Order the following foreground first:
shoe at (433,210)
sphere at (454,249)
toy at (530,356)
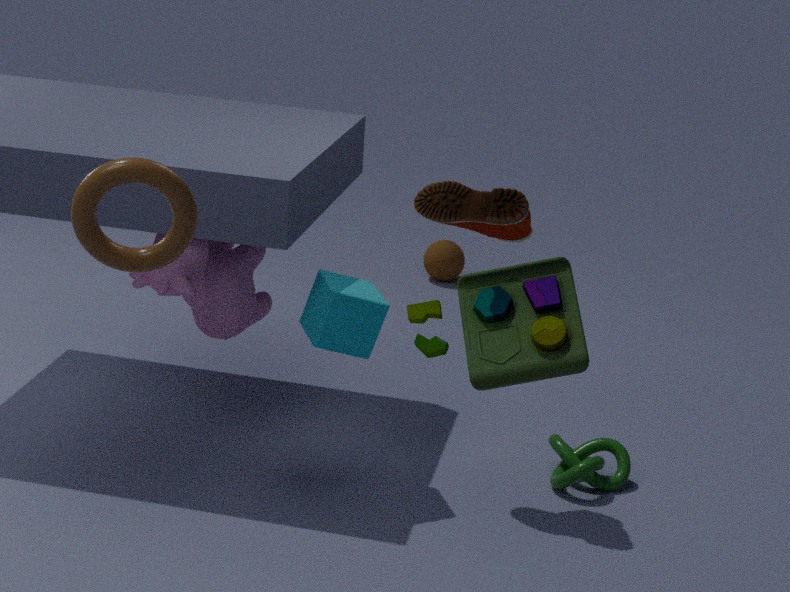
toy at (530,356) < shoe at (433,210) < sphere at (454,249)
